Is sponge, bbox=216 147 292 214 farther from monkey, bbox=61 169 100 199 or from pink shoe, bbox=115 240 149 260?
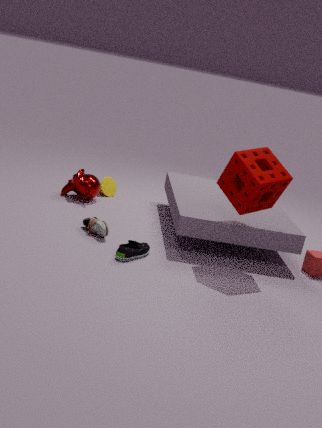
monkey, bbox=61 169 100 199
